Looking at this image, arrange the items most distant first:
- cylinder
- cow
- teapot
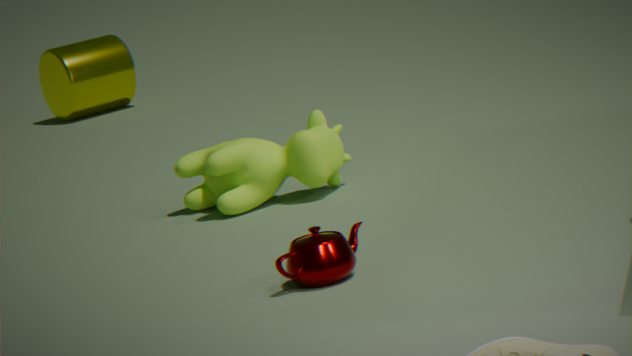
cylinder < cow < teapot
